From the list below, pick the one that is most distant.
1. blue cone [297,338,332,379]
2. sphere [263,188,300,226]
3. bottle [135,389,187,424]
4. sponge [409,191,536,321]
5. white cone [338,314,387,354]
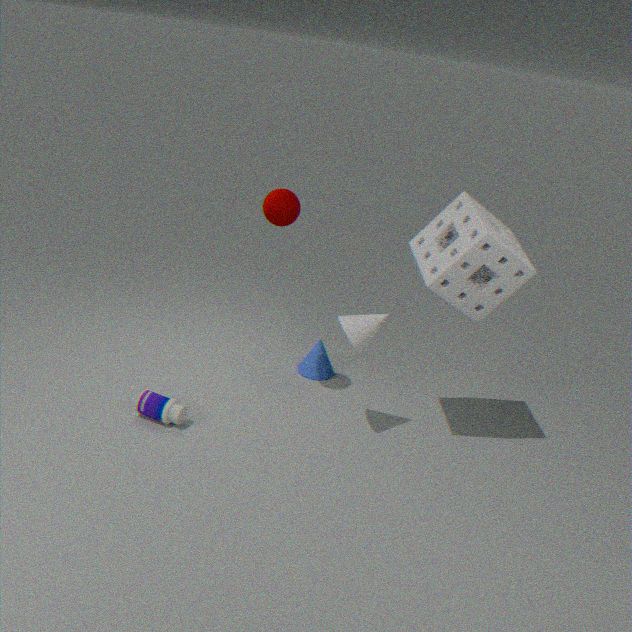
blue cone [297,338,332,379]
